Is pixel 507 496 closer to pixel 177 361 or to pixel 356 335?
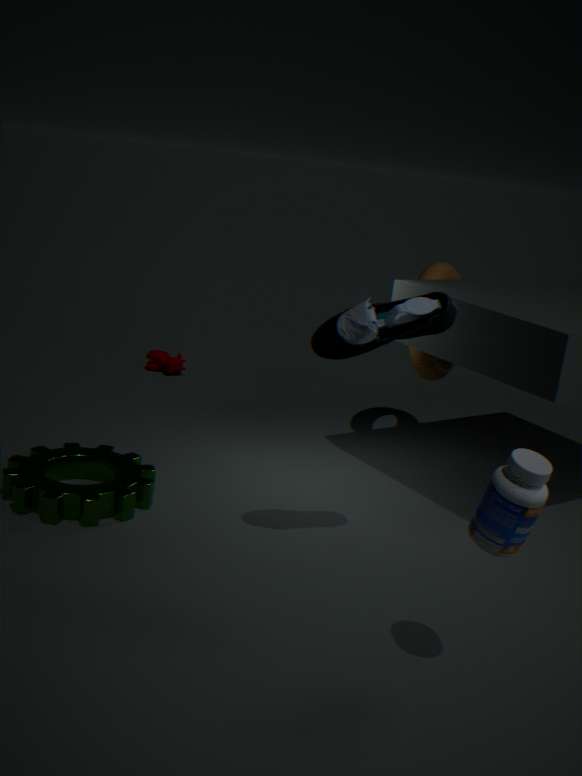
pixel 356 335
